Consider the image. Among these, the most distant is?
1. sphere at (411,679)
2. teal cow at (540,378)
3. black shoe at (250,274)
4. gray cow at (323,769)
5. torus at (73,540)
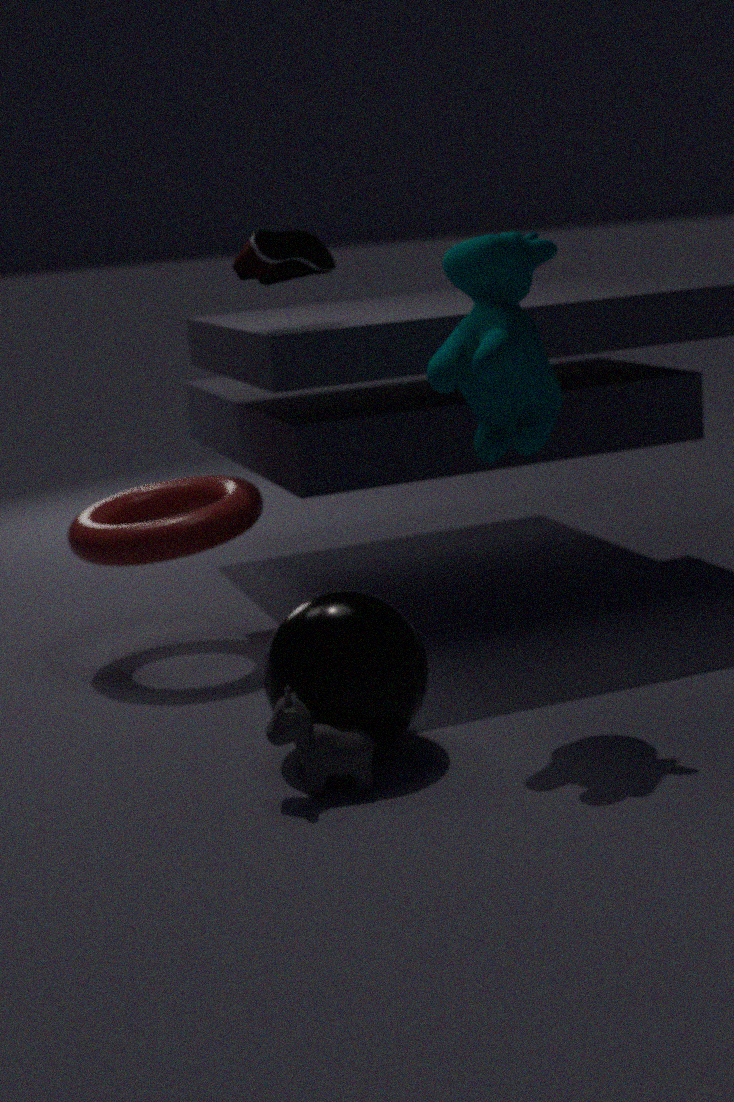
torus at (73,540)
